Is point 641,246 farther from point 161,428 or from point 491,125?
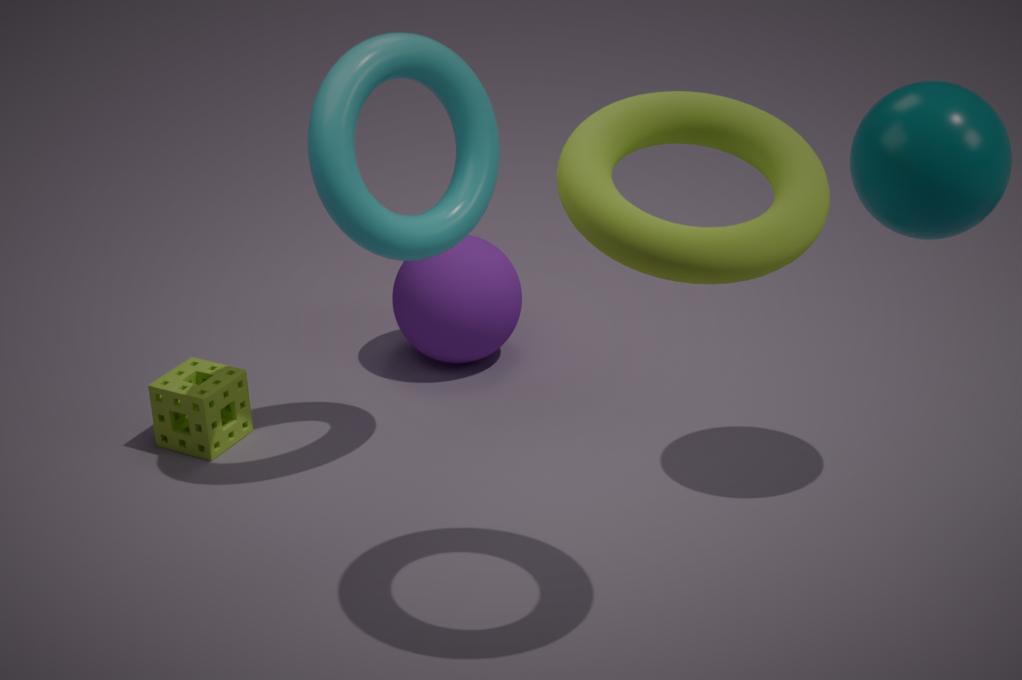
point 161,428
